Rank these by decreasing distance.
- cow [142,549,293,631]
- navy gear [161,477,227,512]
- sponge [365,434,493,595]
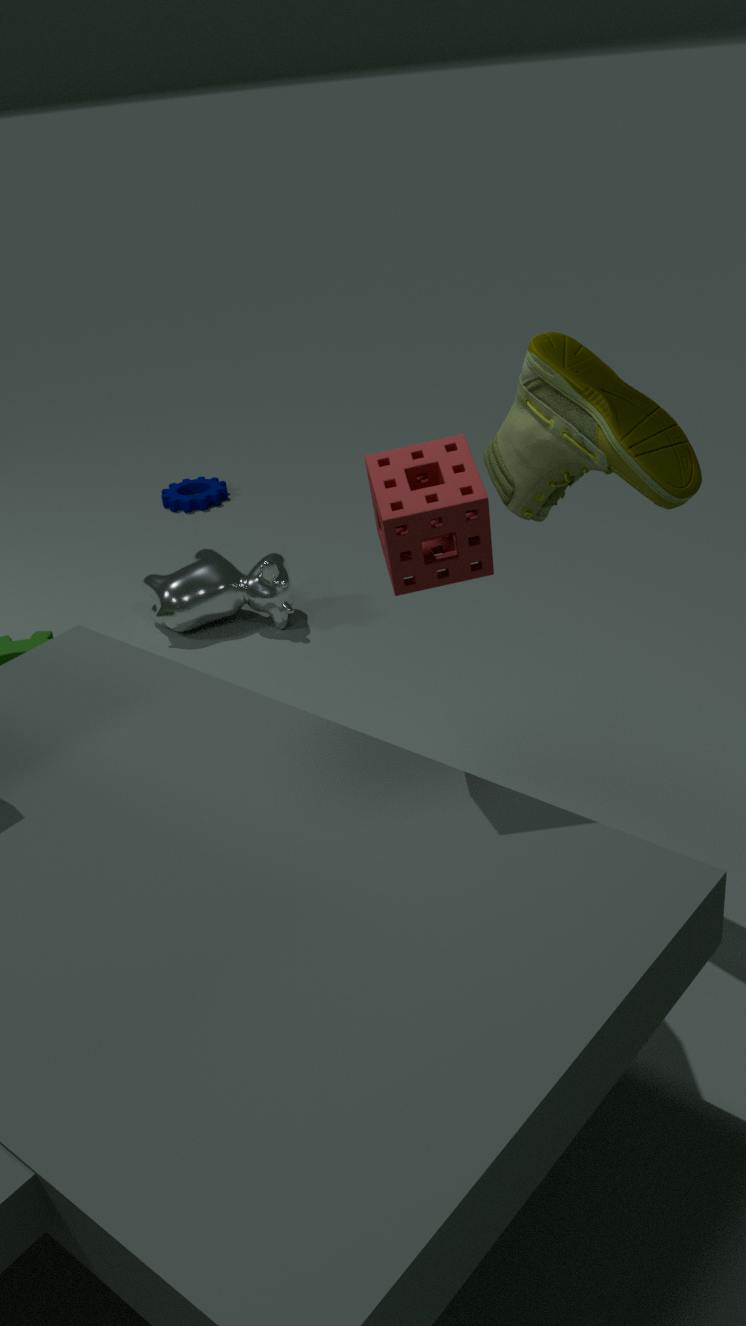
navy gear [161,477,227,512], cow [142,549,293,631], sponge [365,434,493,595]
